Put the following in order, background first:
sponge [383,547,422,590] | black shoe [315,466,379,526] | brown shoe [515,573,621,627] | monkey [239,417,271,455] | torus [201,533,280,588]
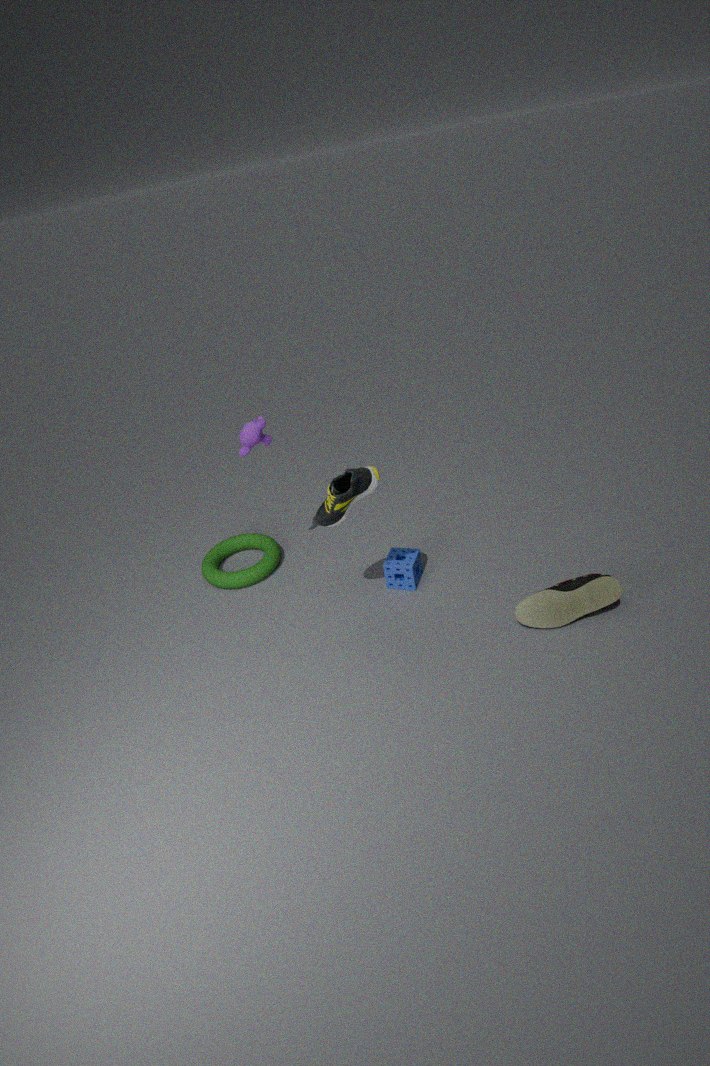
torus [201,533,280,588] → sponge [383,547,422,590] → monkey [239,417,271,455] → brown shoe [515,573,621,627] → black shoe [315,466,379,526]
